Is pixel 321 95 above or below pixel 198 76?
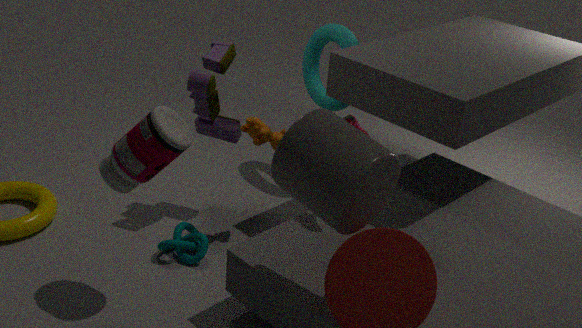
above
